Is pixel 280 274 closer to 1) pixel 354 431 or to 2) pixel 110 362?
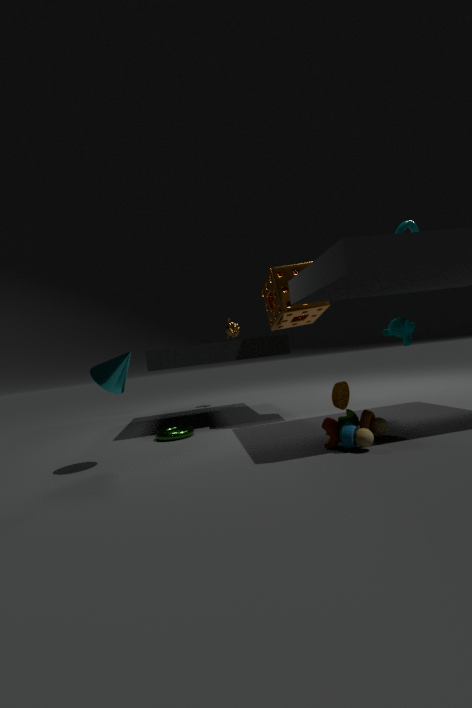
1) pixel 354 431
